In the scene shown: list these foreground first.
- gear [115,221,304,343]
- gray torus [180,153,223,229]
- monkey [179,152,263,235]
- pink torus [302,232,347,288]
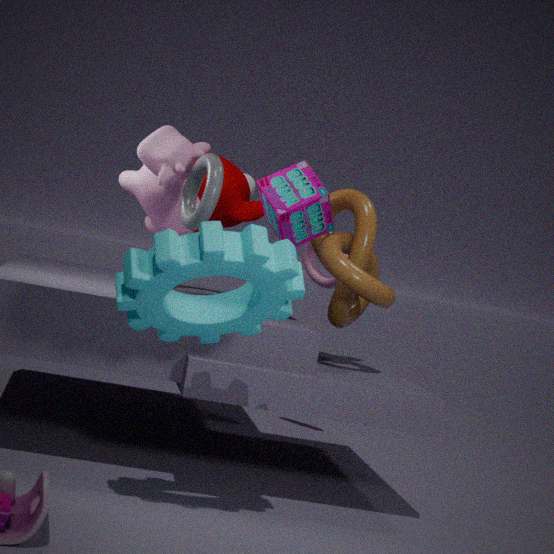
1. gear [115,221,304,343]
2. gray torus [180,153,223,229]
3. monkey [179,152,263,235]
4. pink torus [302,232,347,288]
